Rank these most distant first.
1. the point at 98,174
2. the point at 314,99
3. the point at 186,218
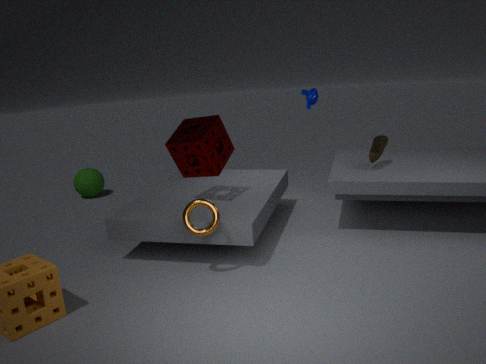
1. the point at 98,174
2. the point at 314,99
3. the point at 186,218
